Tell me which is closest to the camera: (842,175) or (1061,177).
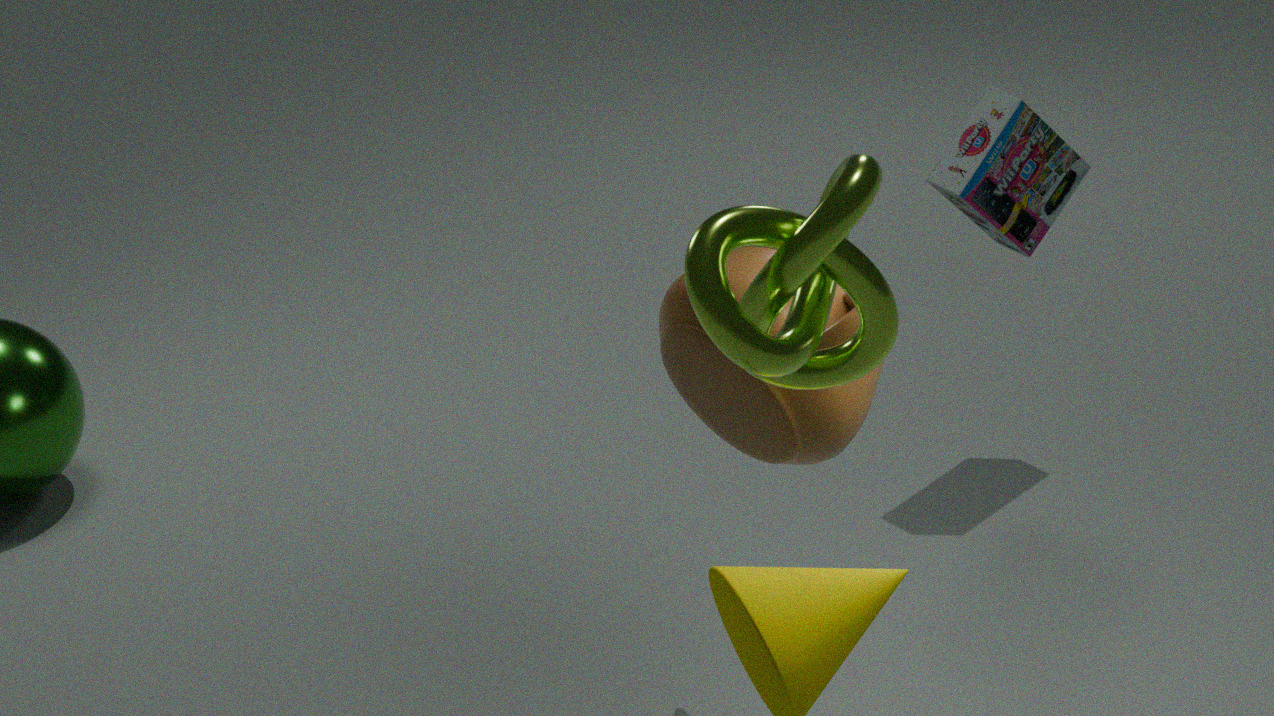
(842,175)
